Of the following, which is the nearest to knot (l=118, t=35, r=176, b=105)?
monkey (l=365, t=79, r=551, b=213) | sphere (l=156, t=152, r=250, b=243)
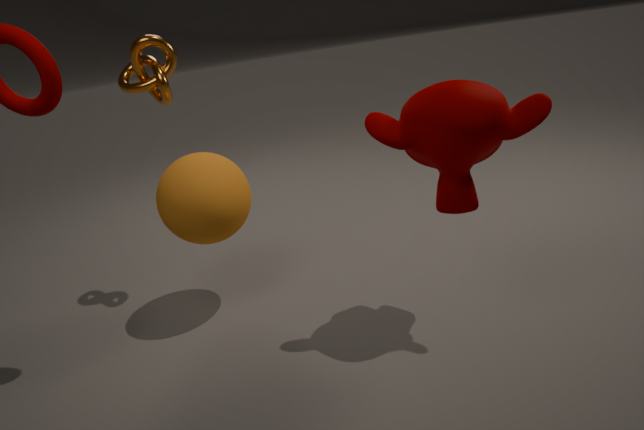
sphere (l=156, t=152, r=250, b=243)
